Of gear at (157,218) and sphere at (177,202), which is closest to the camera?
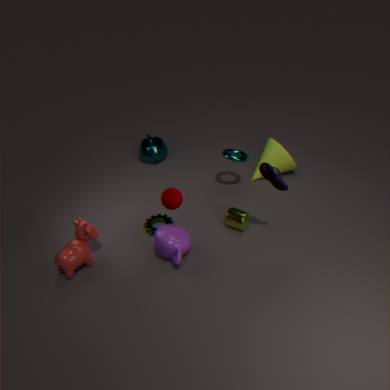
sphere at (177,202)
